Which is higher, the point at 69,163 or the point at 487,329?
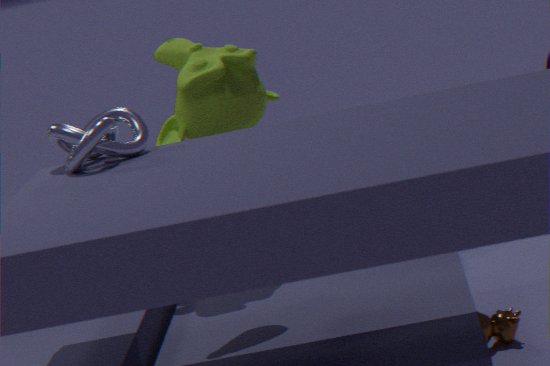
the point at 69,163
